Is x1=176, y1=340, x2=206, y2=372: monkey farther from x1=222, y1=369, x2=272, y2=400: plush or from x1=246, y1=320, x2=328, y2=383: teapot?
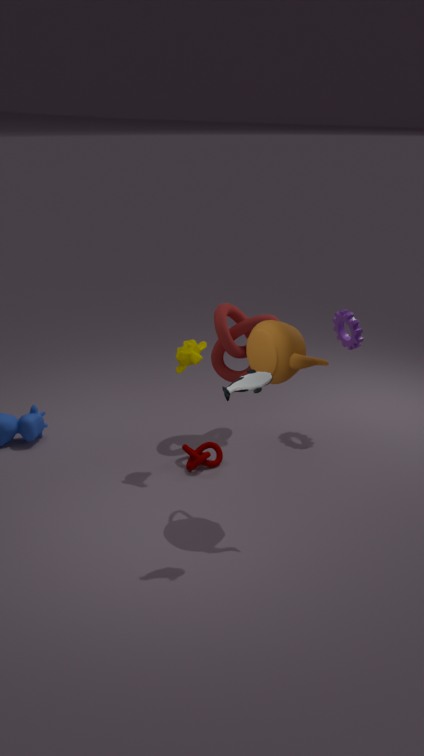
x1=222, y1=369, x2=272, y2=400: plush
